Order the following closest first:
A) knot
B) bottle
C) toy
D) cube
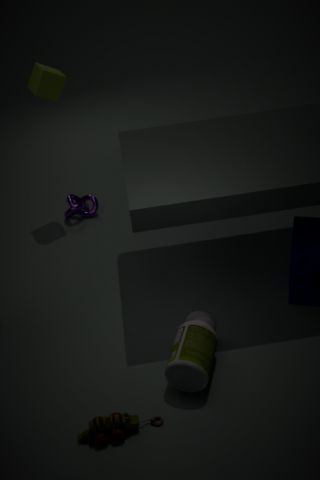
toy → bottle → cube → knot
